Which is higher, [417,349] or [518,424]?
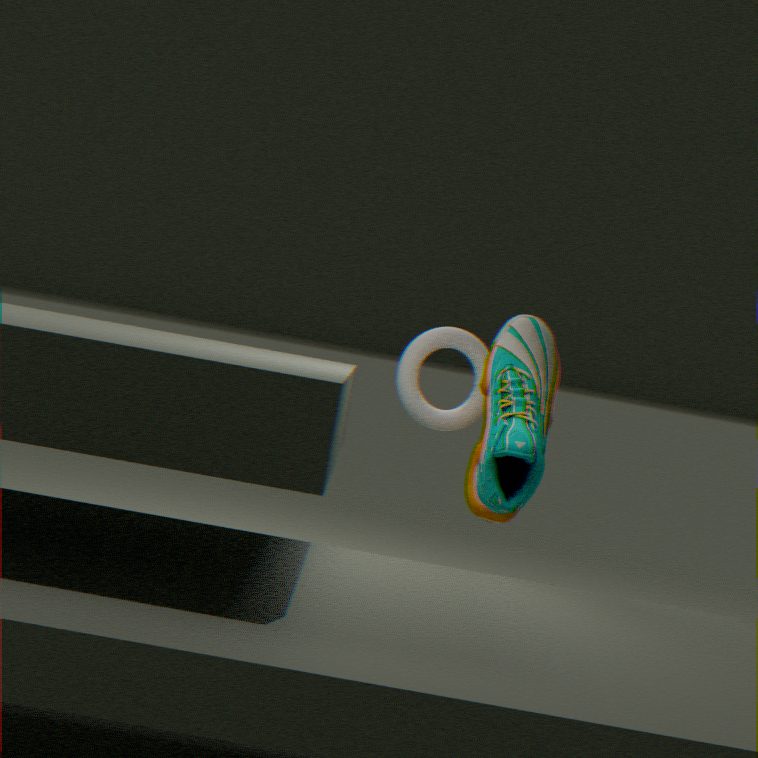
[417,349]
